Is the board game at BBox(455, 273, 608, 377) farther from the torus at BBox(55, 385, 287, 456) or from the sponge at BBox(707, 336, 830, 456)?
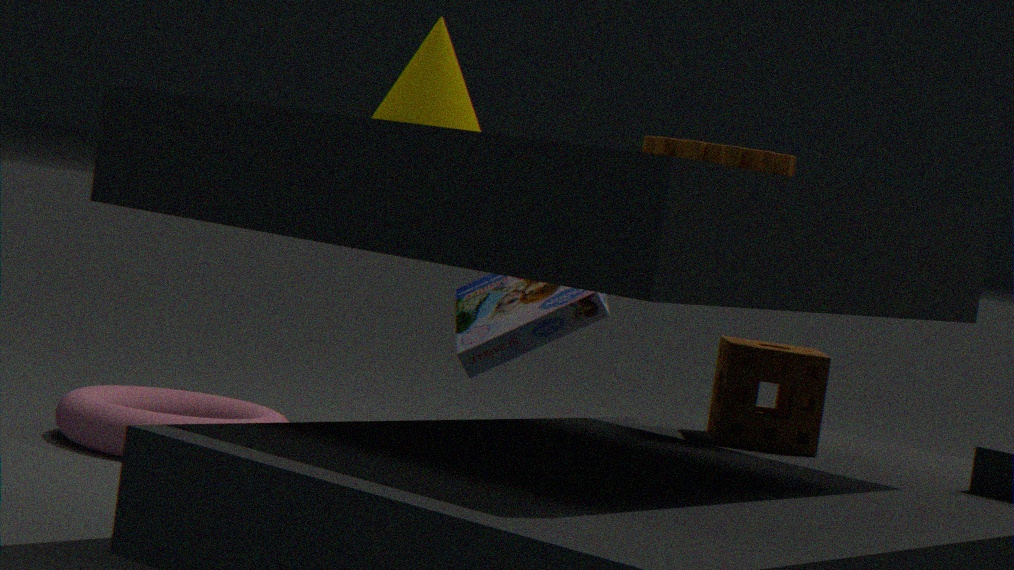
the torus at BBox(55, 385, 287, 456)
